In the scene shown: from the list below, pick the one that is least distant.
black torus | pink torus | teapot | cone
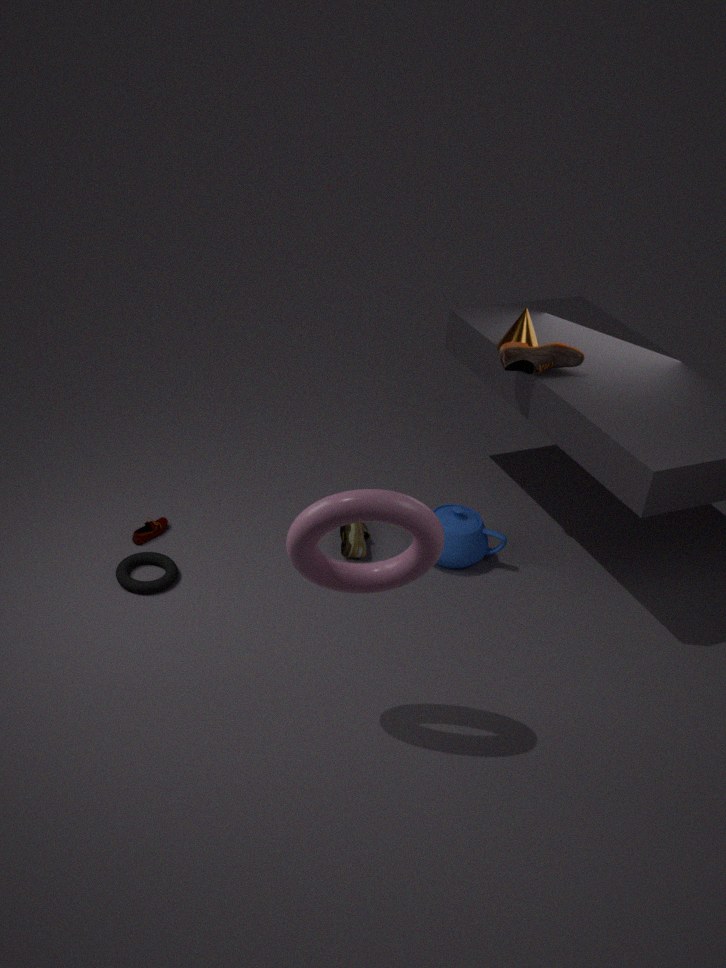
pink torus
